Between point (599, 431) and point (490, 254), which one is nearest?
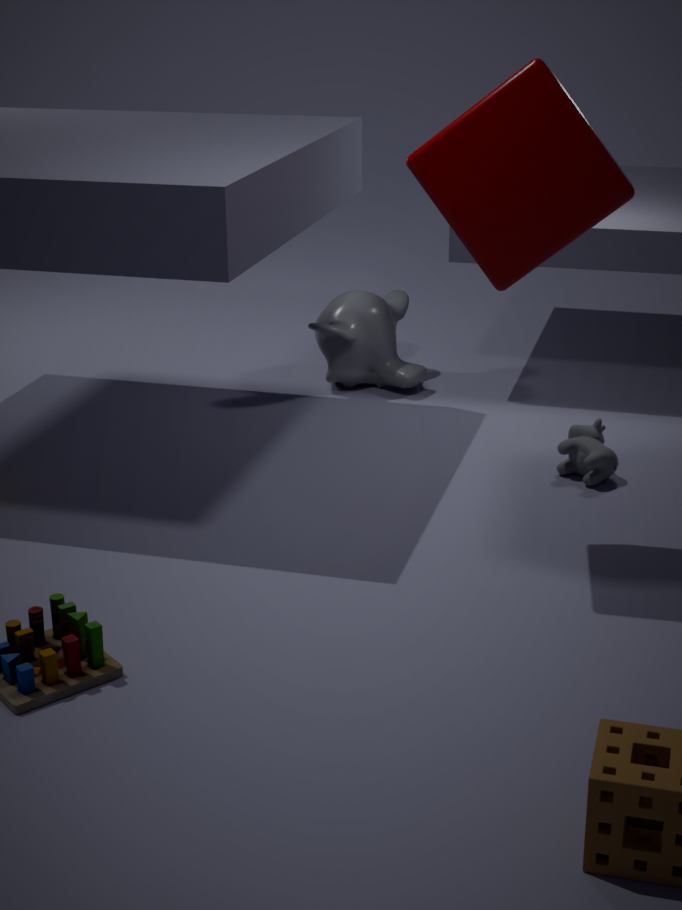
point (490, 254)
